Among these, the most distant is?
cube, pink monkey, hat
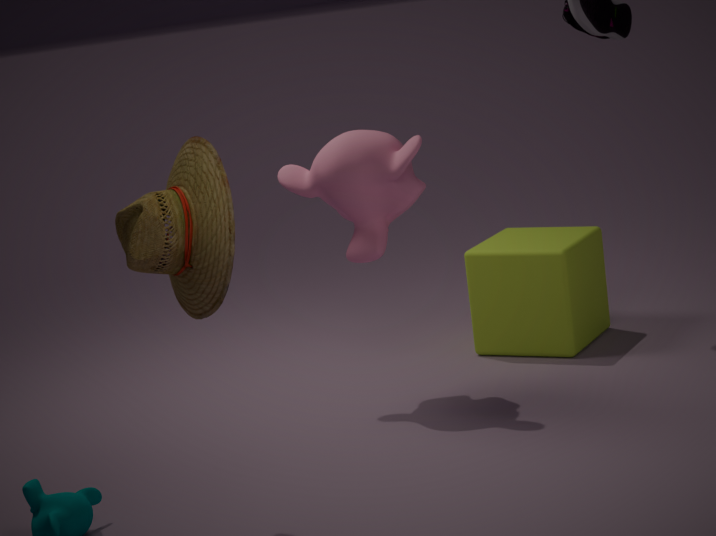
cube
